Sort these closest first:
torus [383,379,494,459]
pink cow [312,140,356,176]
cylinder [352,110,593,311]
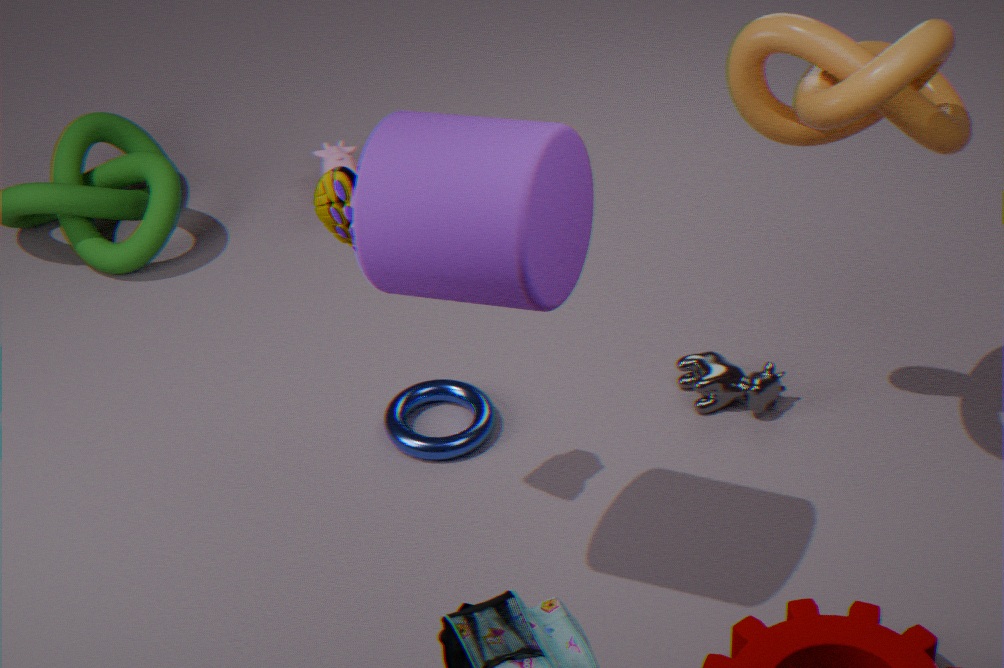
cylinder [352,110,593,311] → torus [383,379,494,459] → pink cow [312,140,356,176]
